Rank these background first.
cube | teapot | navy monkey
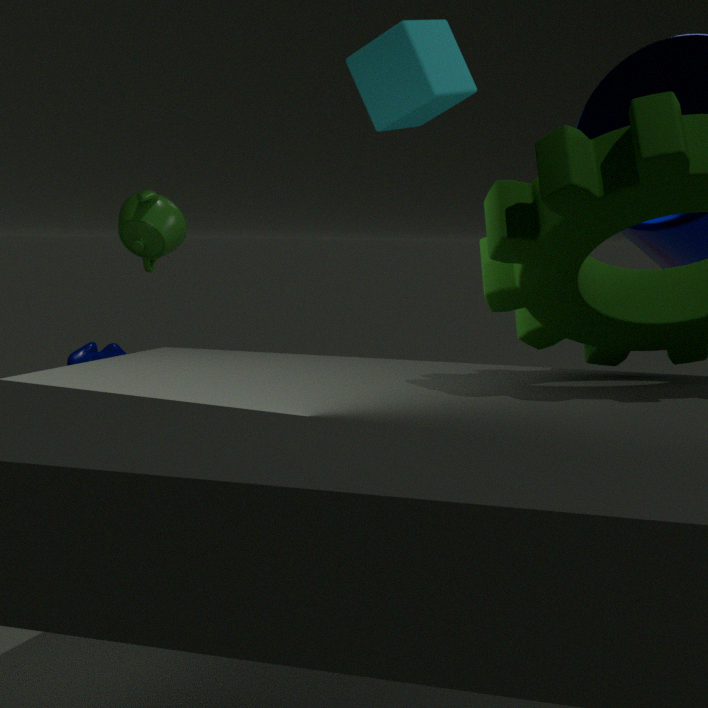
navy monkey
teapot
cube
